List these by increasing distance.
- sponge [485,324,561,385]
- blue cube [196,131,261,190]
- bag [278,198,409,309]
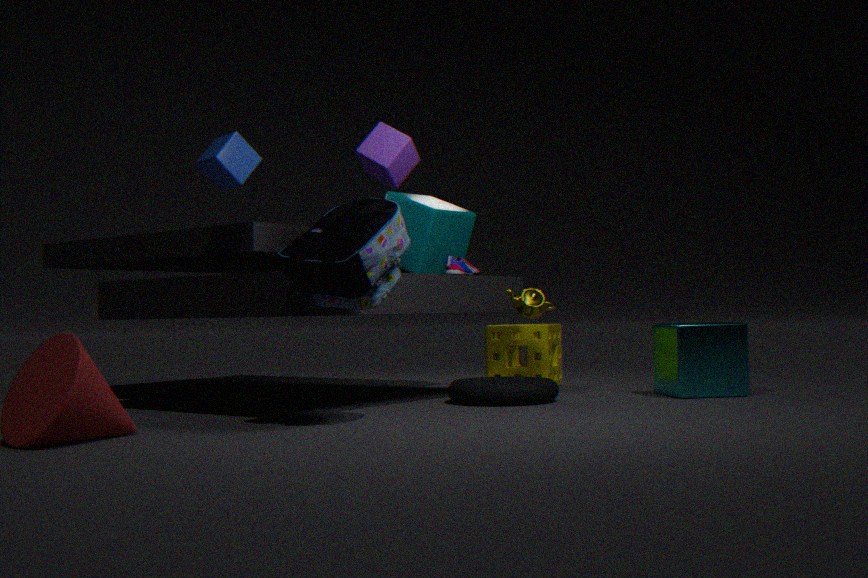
bag [278,198,409,309] → blue cube [196,131,261,190] → sponge [485,324,561,385]
